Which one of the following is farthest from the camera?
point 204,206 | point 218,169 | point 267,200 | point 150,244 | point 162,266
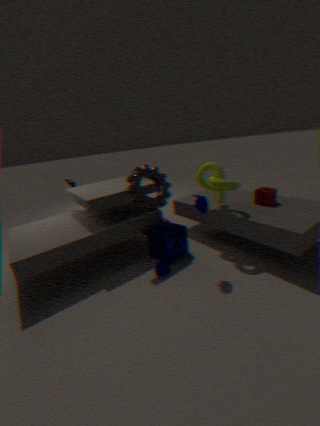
point 150,244
